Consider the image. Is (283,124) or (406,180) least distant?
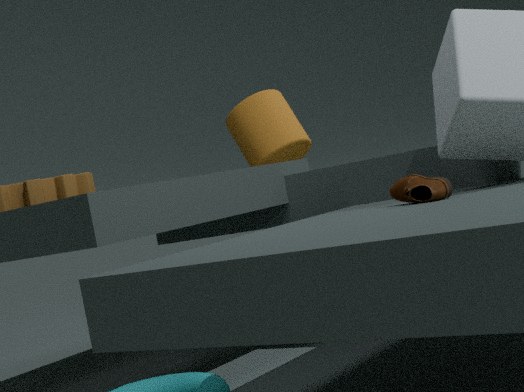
(406,180)
